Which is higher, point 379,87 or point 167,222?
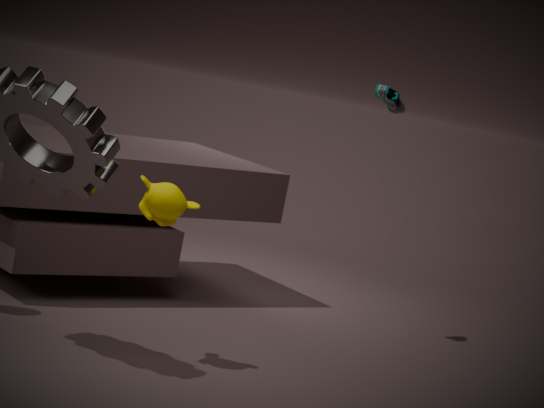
point 379,87
